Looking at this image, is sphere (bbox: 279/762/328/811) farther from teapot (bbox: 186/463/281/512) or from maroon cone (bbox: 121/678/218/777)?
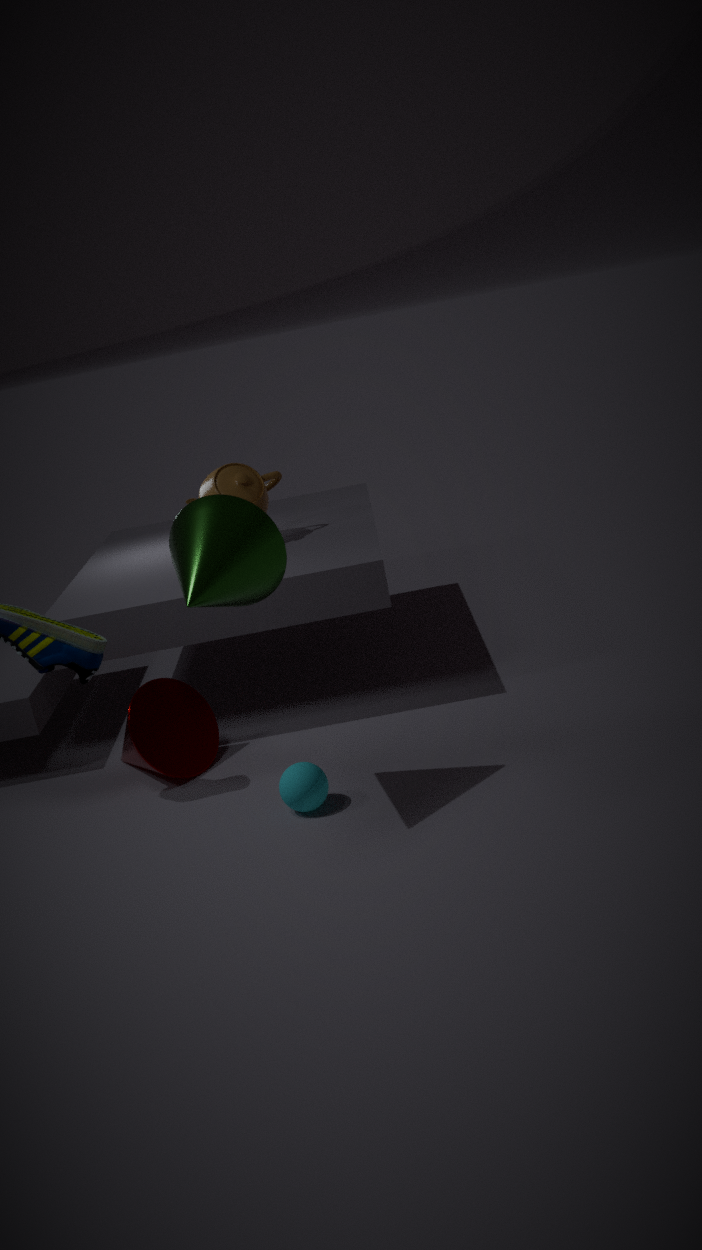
teapot (bbox: 186/463/281/512)
